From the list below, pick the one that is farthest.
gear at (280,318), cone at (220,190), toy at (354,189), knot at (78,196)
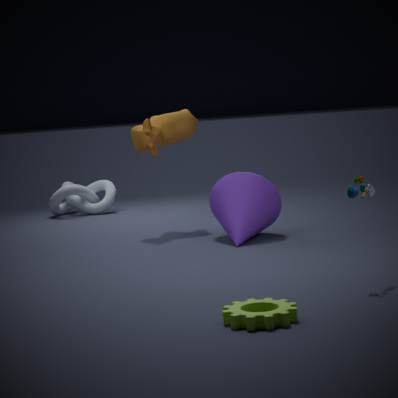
knot at (78,196)
